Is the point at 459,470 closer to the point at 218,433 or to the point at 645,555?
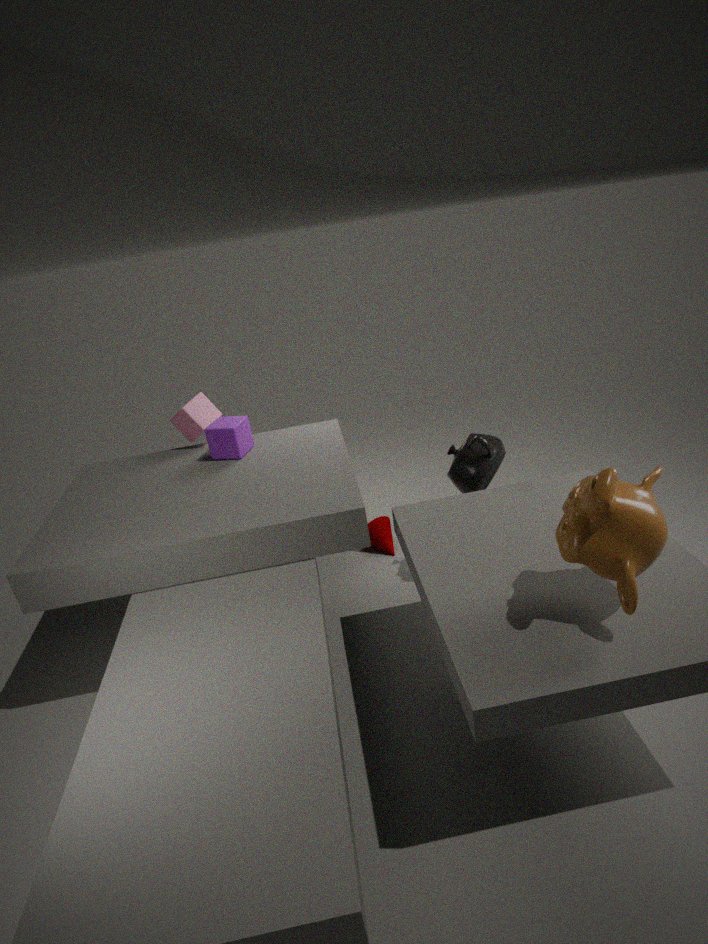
the point at 645,555
